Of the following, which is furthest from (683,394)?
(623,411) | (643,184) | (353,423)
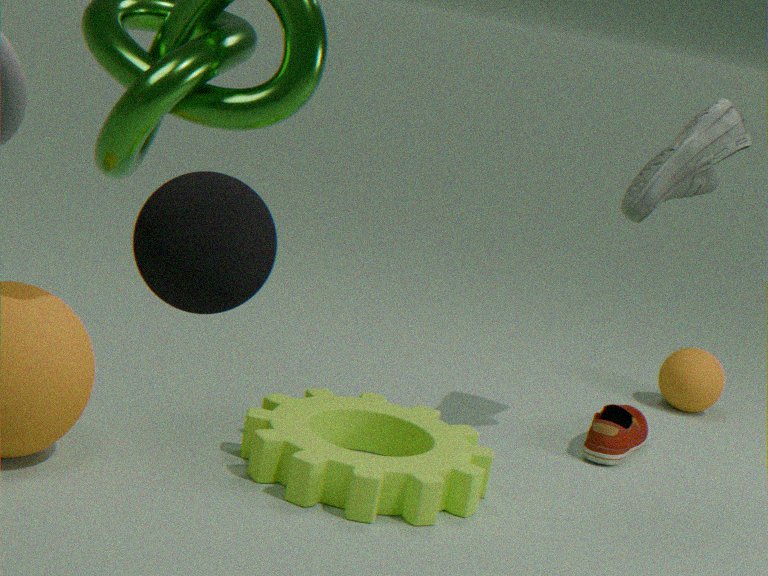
(353,423)
